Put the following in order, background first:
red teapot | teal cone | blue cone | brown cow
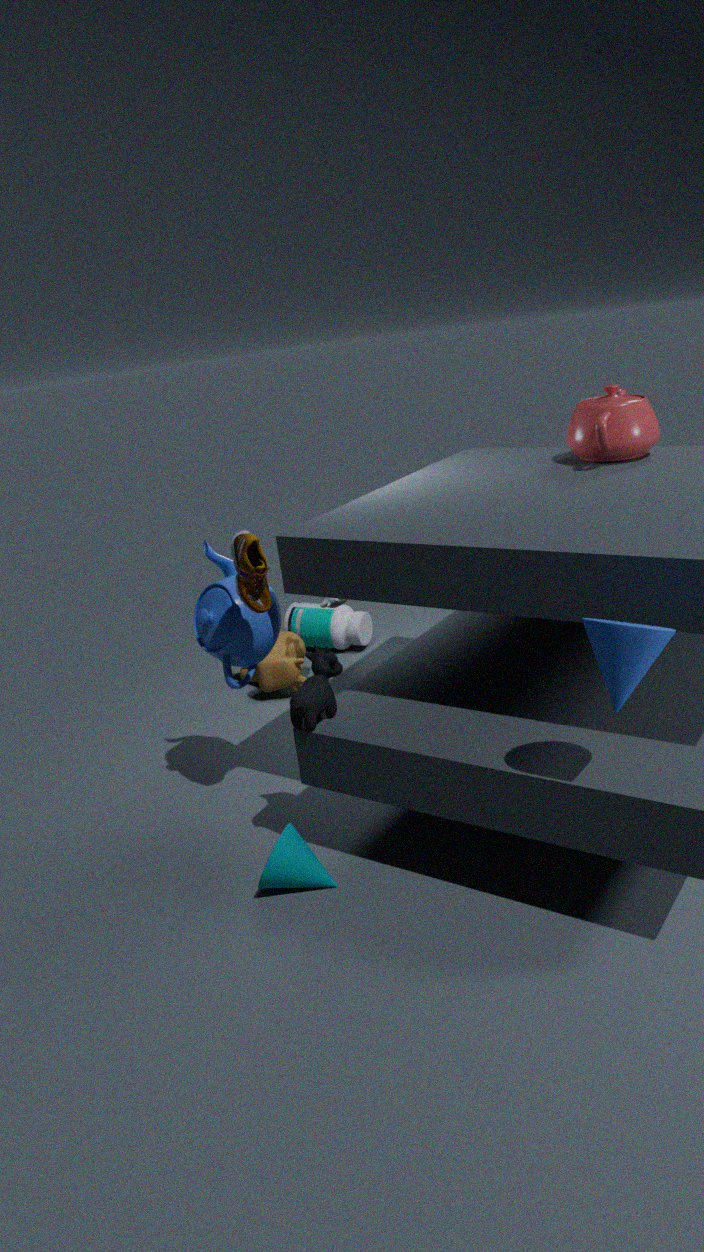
brown cow < red teapot < teal cone < blue cone
